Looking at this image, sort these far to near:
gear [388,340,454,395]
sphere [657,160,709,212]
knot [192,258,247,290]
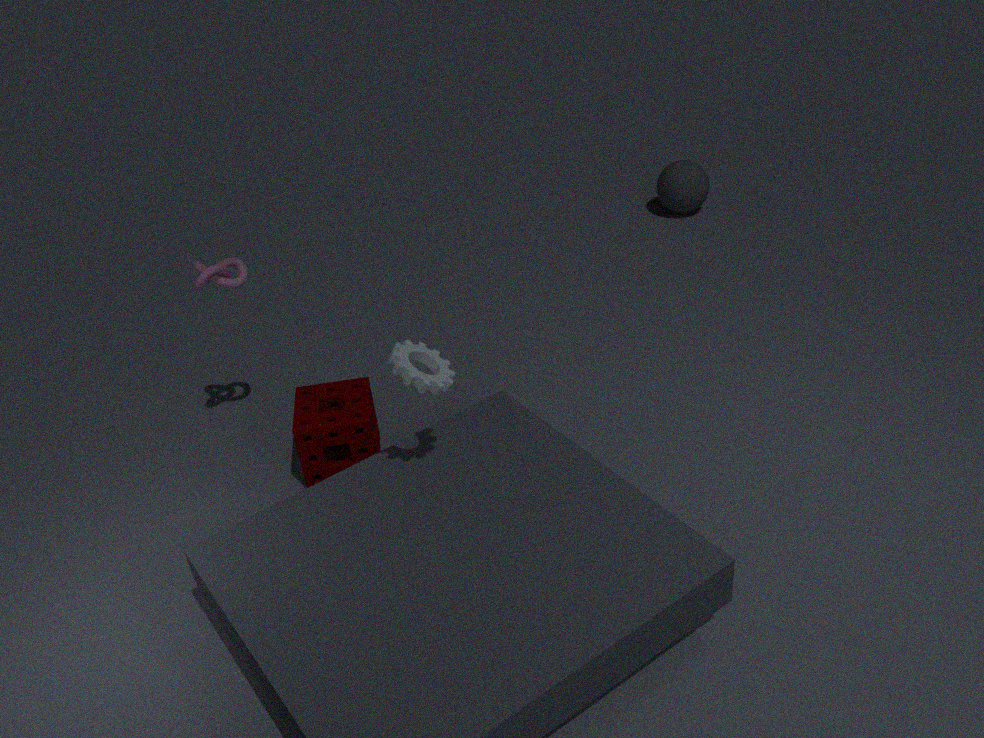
1. sphere [657,160,709,212]
2. knot [192,258,247,290]
3. gear [388,340,454,395]
